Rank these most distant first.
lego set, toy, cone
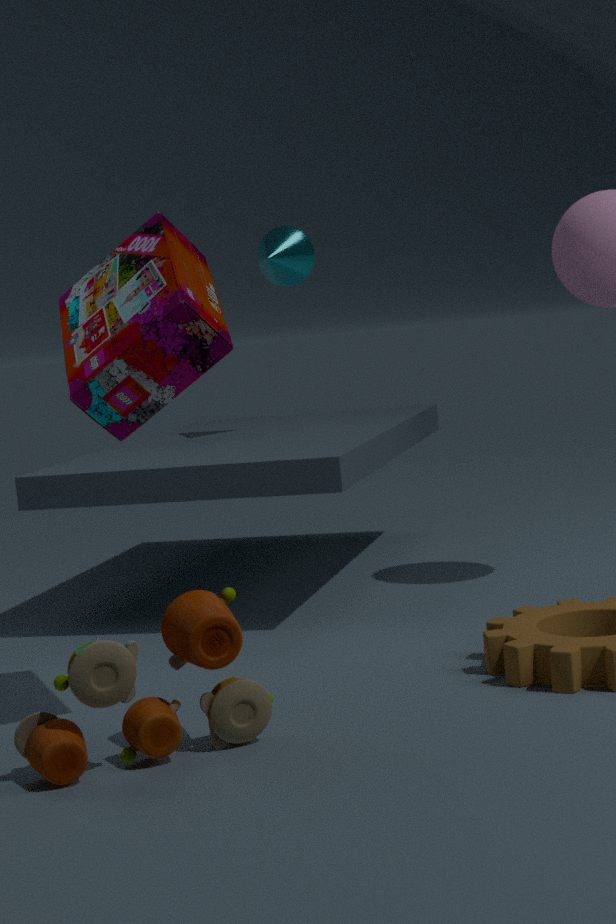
cone < lego set < toy
